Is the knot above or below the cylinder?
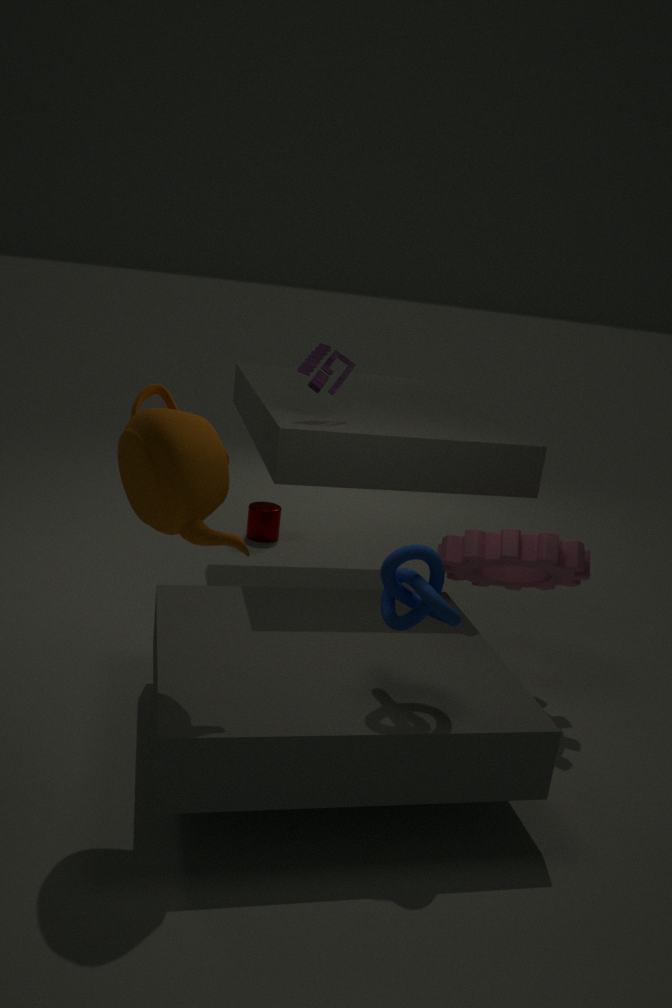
above
